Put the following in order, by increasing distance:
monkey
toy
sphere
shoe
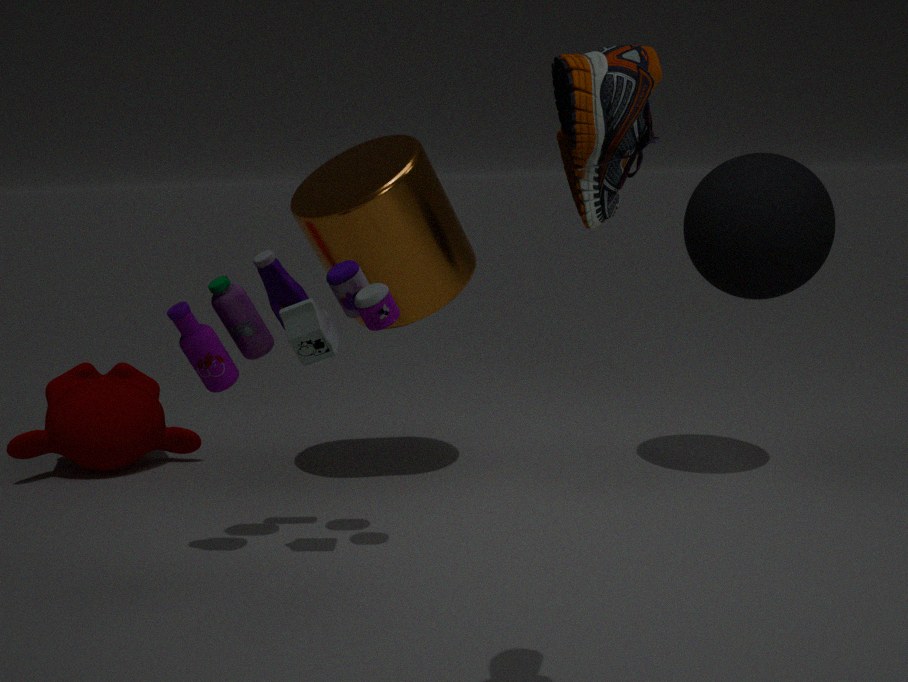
shoe < toy < sphere < monkey
